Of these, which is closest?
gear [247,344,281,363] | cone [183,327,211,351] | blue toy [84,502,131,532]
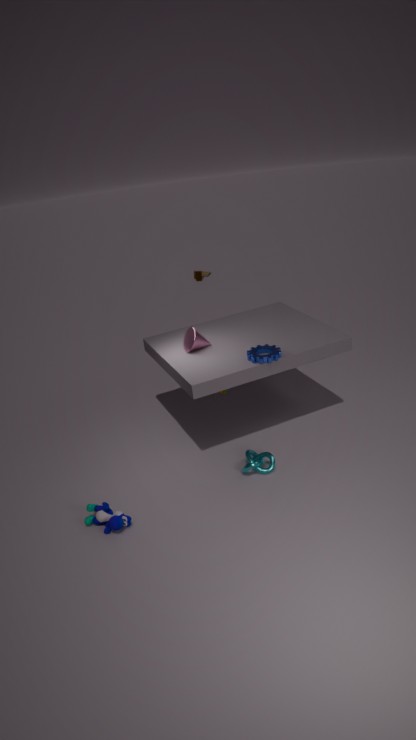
blue toy [84,502,131,532]
